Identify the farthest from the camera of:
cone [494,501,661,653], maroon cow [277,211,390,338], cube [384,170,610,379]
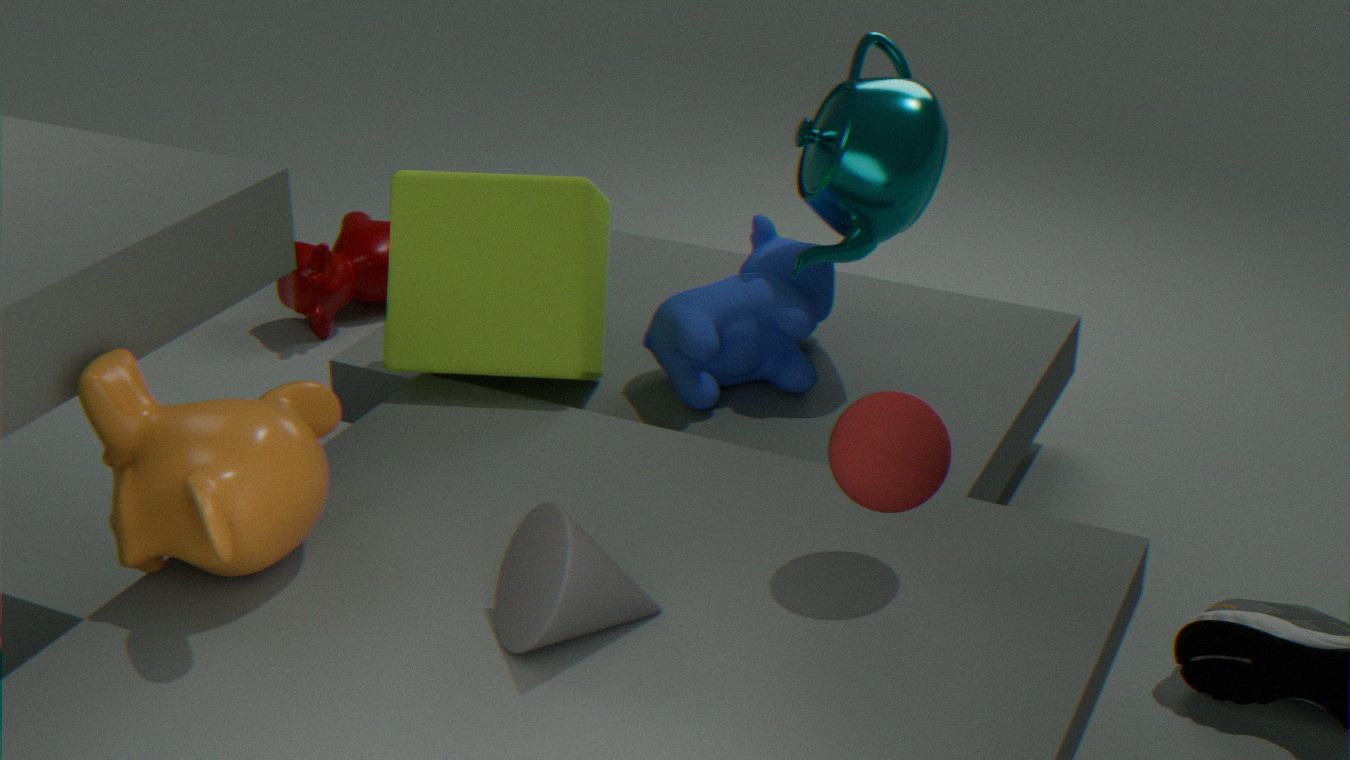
maroon cow [277,211,390,338]
